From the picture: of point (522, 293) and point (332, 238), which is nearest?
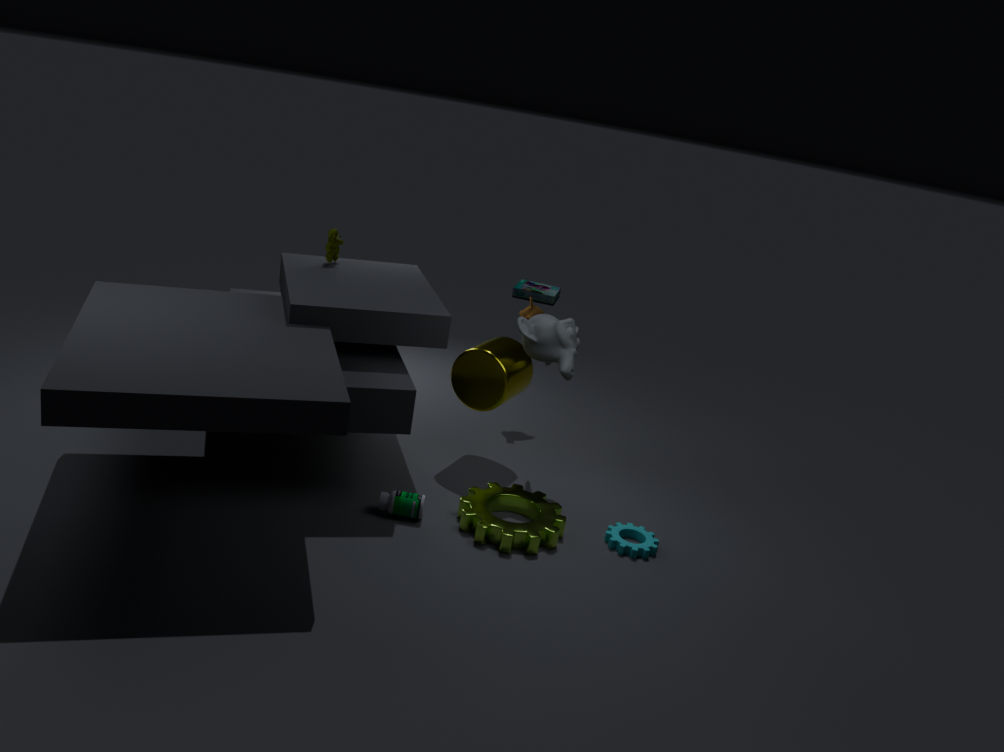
point (332, 238)
